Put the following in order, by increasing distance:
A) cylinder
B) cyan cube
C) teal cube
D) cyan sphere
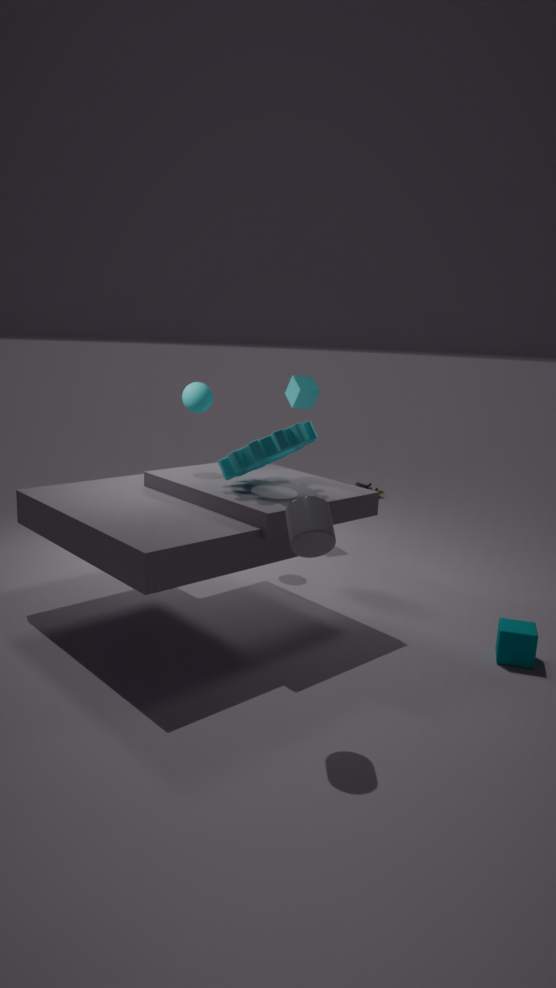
cylinder, teal cube, cyan sphere, cyan cube
